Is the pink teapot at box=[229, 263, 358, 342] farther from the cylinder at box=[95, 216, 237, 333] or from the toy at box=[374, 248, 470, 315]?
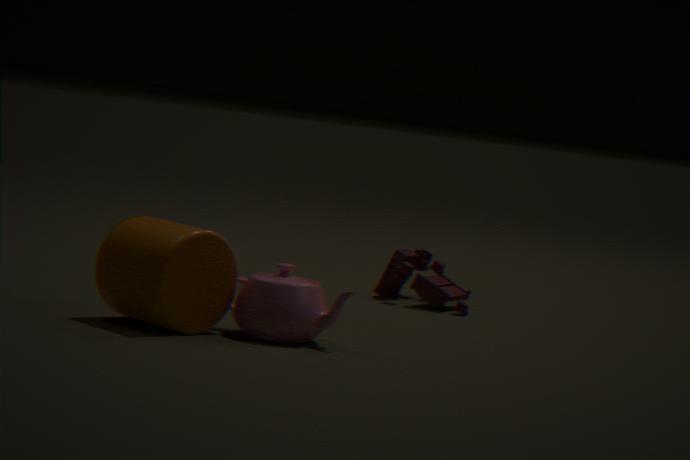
the toy at box=[374, 248, 470, 315]
